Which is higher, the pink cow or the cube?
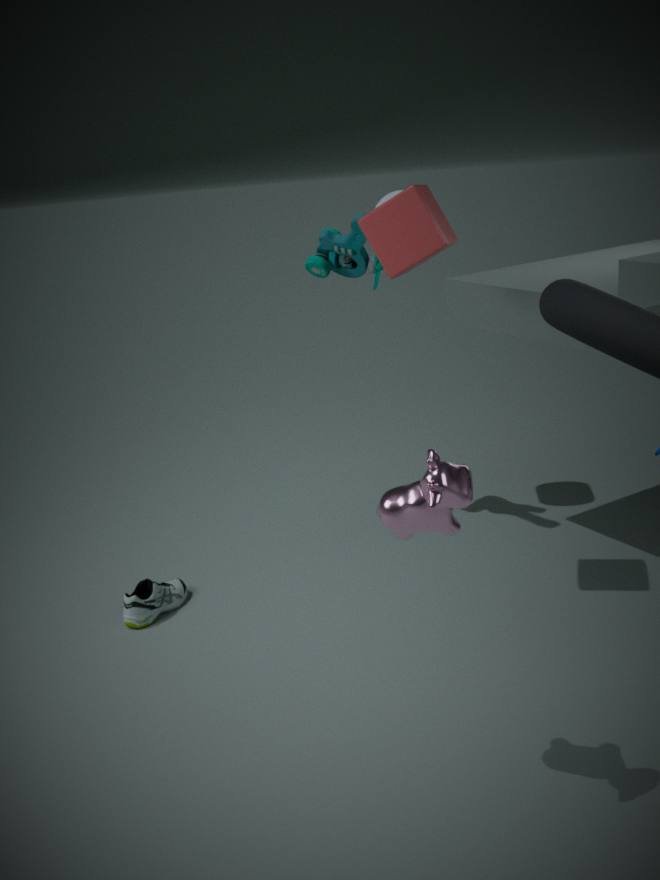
the cube
